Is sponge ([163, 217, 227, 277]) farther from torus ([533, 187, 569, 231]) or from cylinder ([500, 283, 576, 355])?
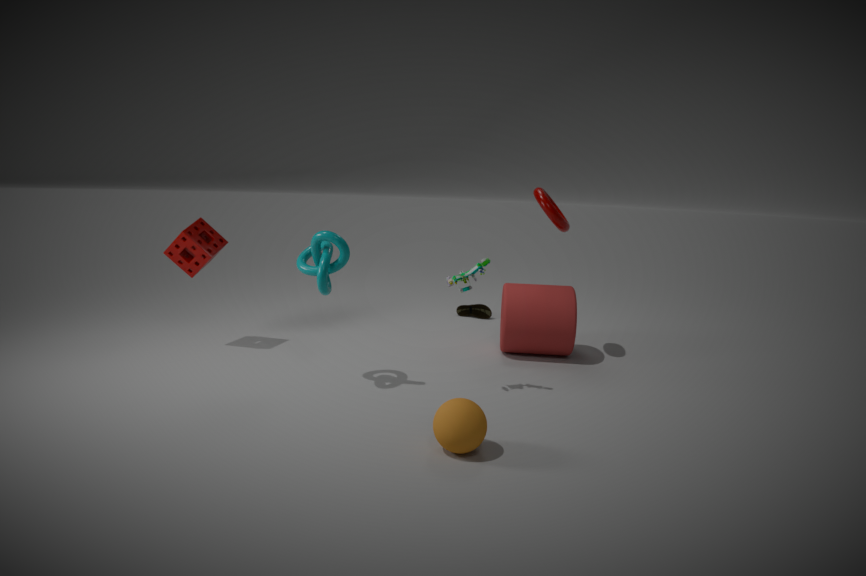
torus ([533, 187, 569, 231])
